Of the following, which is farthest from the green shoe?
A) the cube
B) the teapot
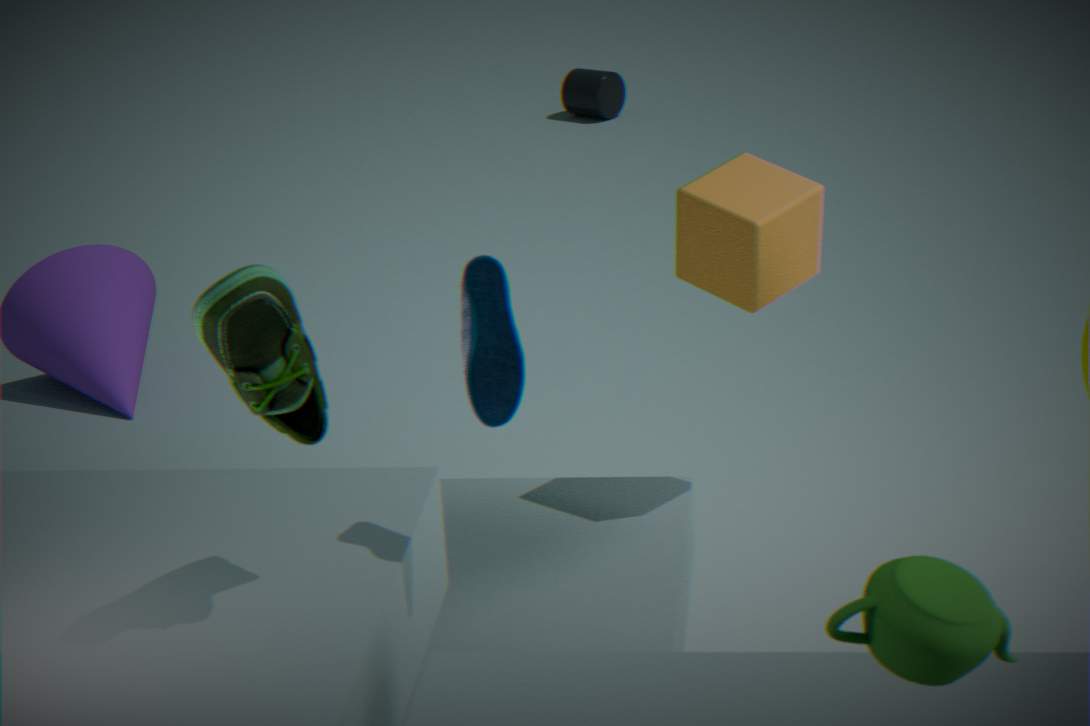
the cube
